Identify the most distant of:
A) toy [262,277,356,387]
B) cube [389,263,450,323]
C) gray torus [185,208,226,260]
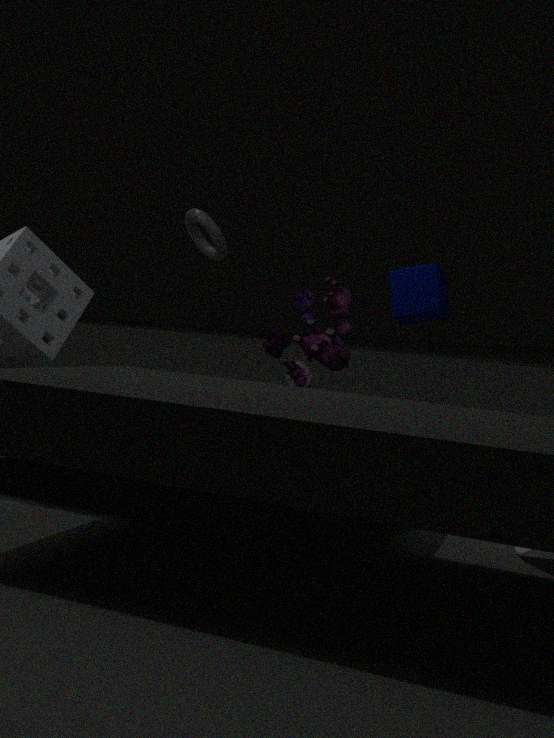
gray torus [185,208,226,260]
